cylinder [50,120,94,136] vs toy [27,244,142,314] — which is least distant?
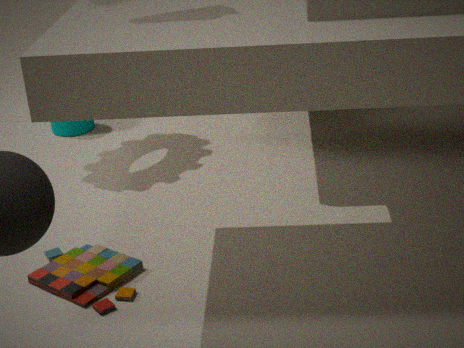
toy [27,244,142,314]
